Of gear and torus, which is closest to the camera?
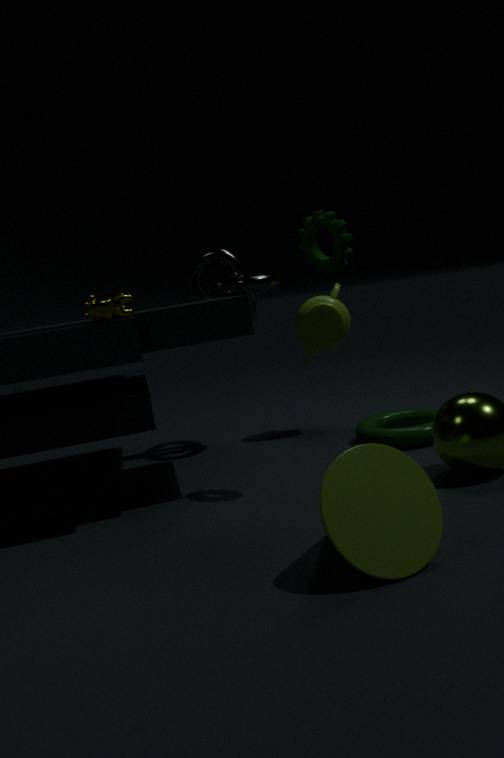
gear
